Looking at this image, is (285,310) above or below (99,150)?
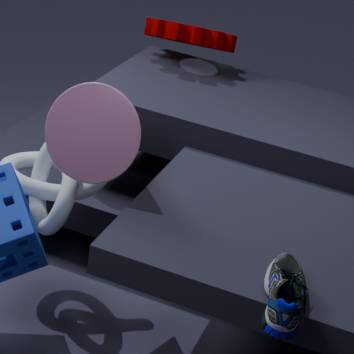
below
